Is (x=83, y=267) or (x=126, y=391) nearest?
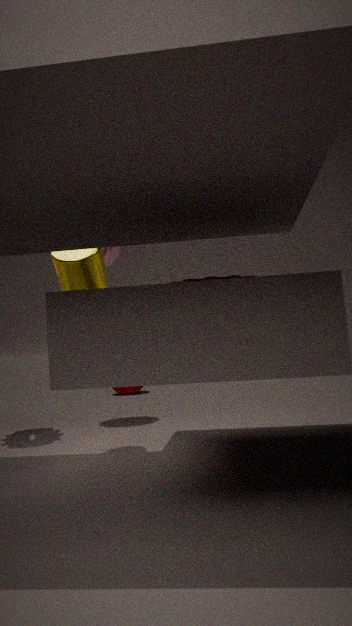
(x=83, y=267)
